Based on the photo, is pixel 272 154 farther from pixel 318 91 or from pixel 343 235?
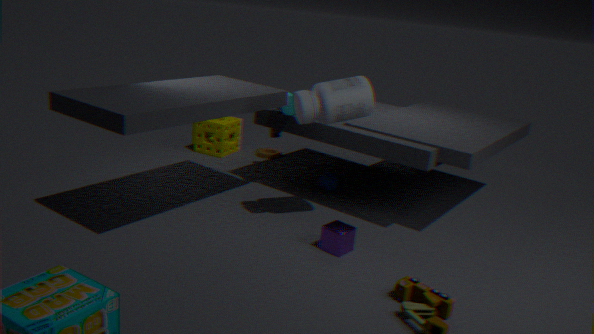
pixel 343 235
